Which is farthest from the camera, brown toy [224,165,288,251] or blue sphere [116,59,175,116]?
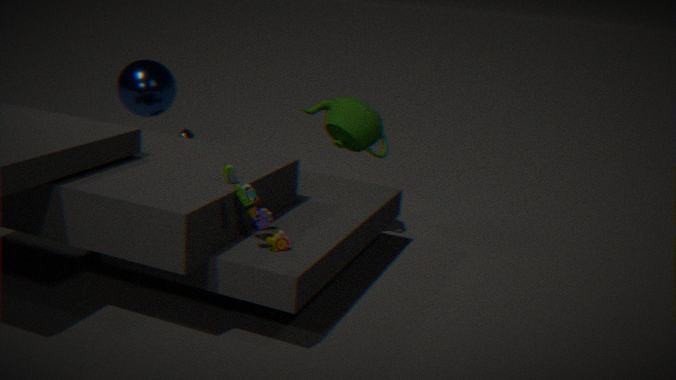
blue sphere [116,59,175,116]
